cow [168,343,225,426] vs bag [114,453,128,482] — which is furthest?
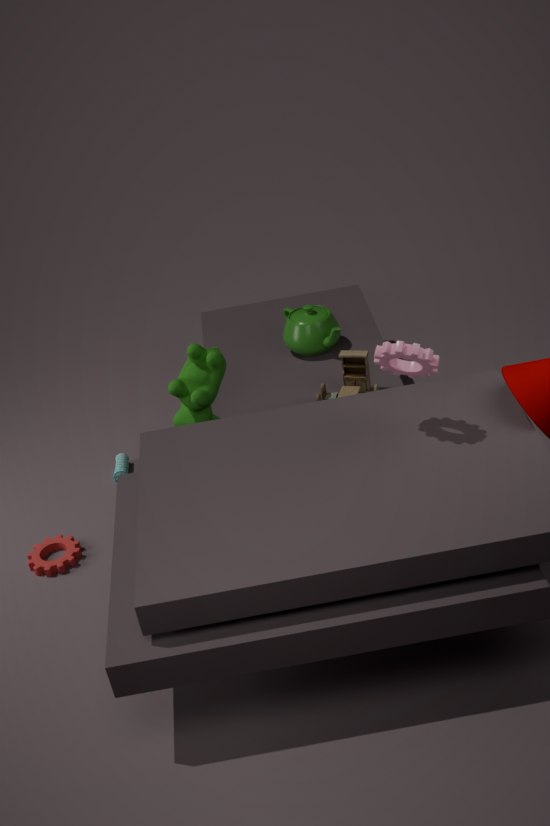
bag [114,453,128,482]
